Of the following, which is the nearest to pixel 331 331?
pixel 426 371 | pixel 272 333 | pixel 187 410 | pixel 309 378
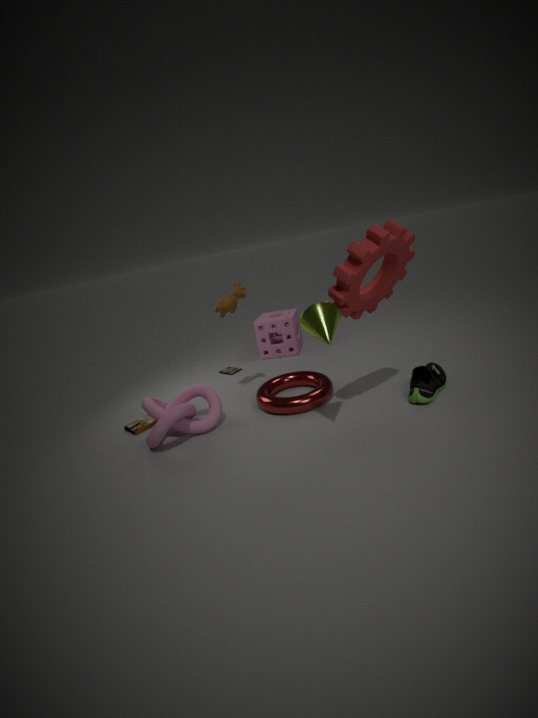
pixel 309 378
